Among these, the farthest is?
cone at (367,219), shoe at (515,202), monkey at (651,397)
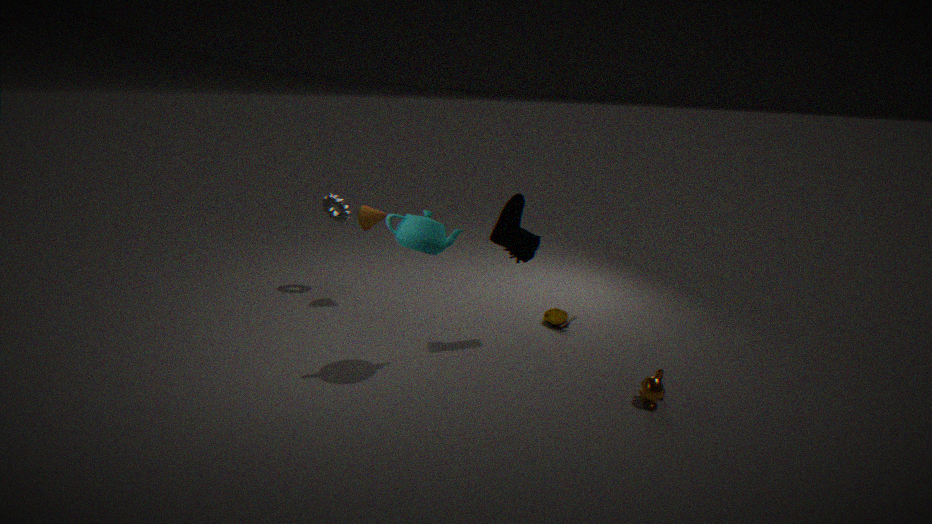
cone at (367,219)
